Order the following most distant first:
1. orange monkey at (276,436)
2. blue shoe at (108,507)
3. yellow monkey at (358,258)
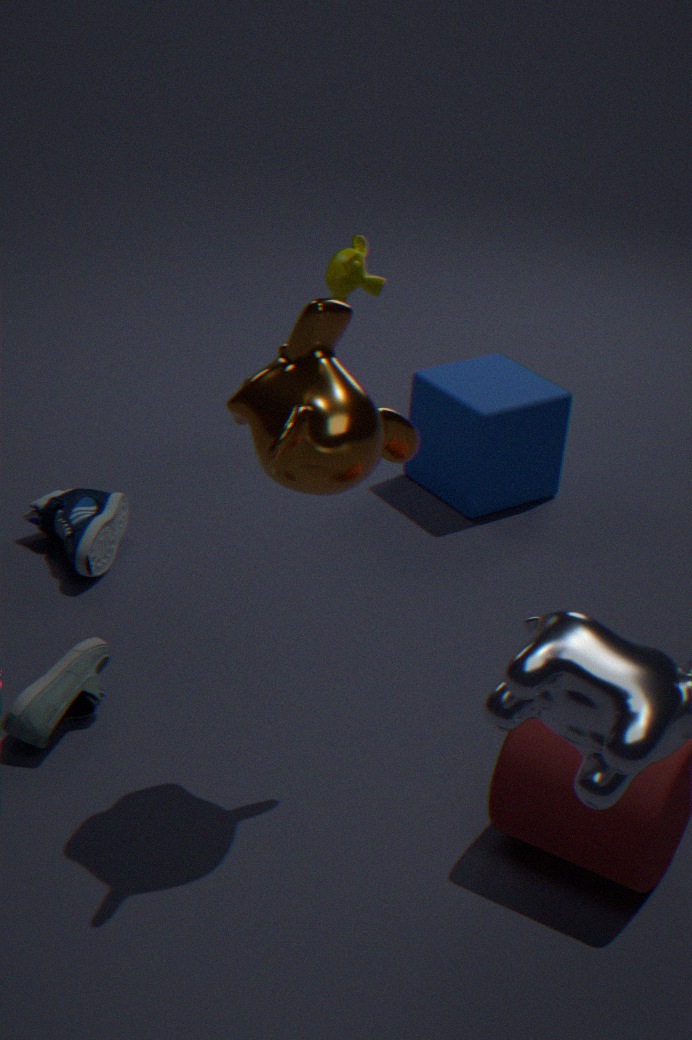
yellow monkey at (358,258) < blue shoe at (108,507) < orange monkey at (276,436)
